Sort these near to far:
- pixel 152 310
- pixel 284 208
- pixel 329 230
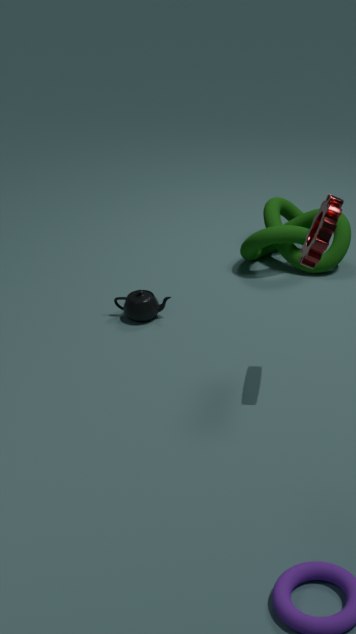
1. pixel 329 230
2. pixel 152 310
3. pixel 284 208
